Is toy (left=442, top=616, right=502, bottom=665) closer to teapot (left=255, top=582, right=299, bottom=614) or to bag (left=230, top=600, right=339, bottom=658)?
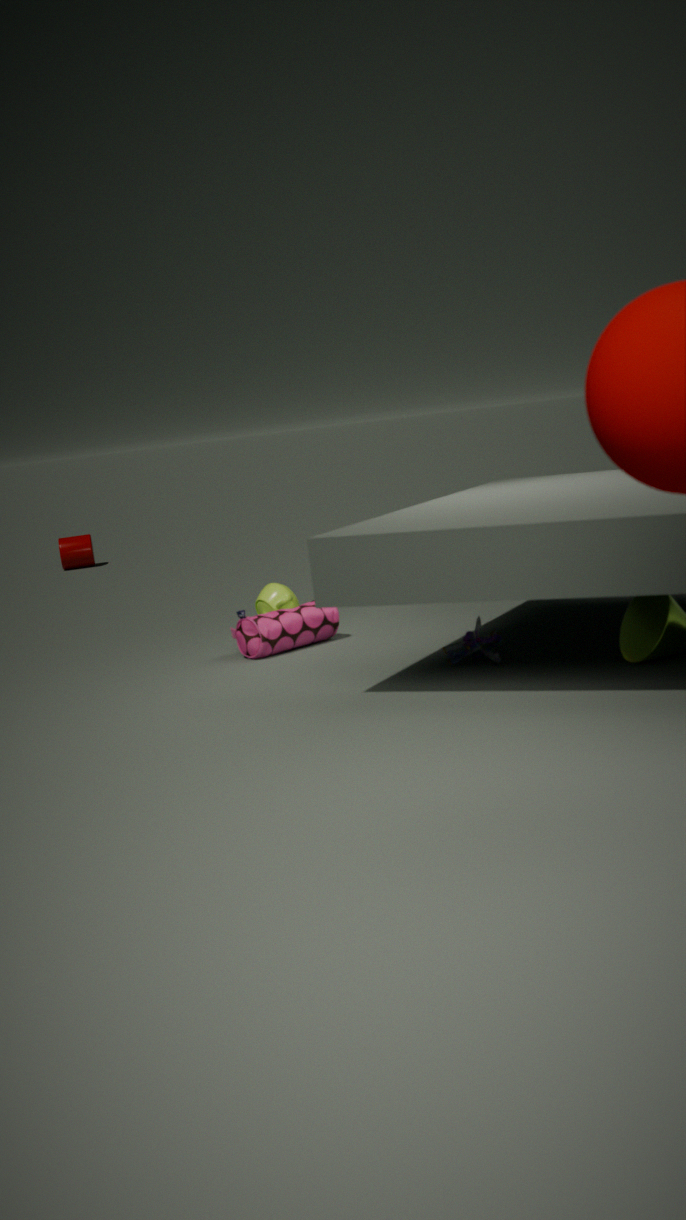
bag (left=230, top=600, right=339, bottom=658)
